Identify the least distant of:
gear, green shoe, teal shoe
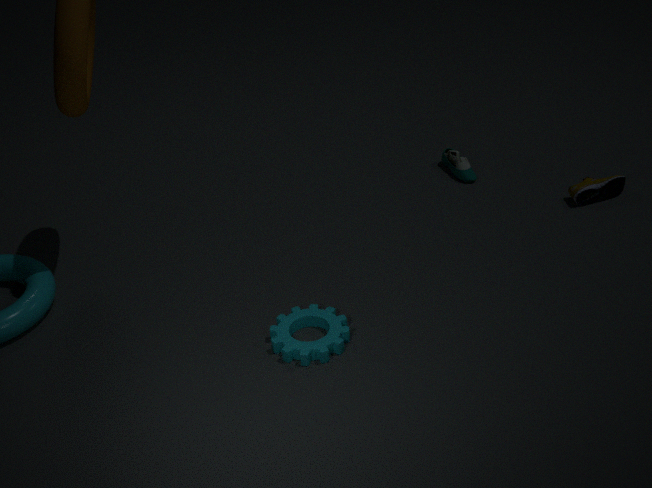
gear
